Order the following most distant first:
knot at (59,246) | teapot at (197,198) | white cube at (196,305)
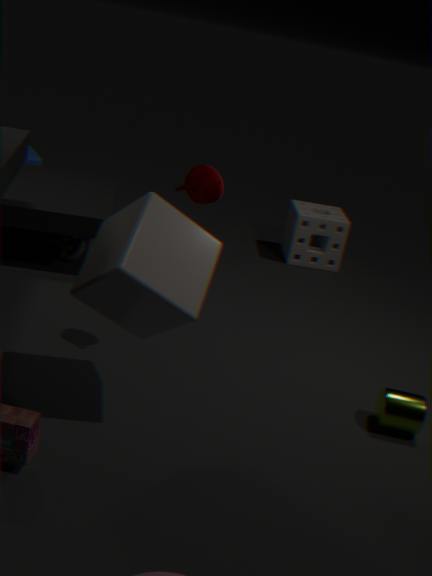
knot at (59,246) < teapot at (197,198) < white cube at (196,305)
